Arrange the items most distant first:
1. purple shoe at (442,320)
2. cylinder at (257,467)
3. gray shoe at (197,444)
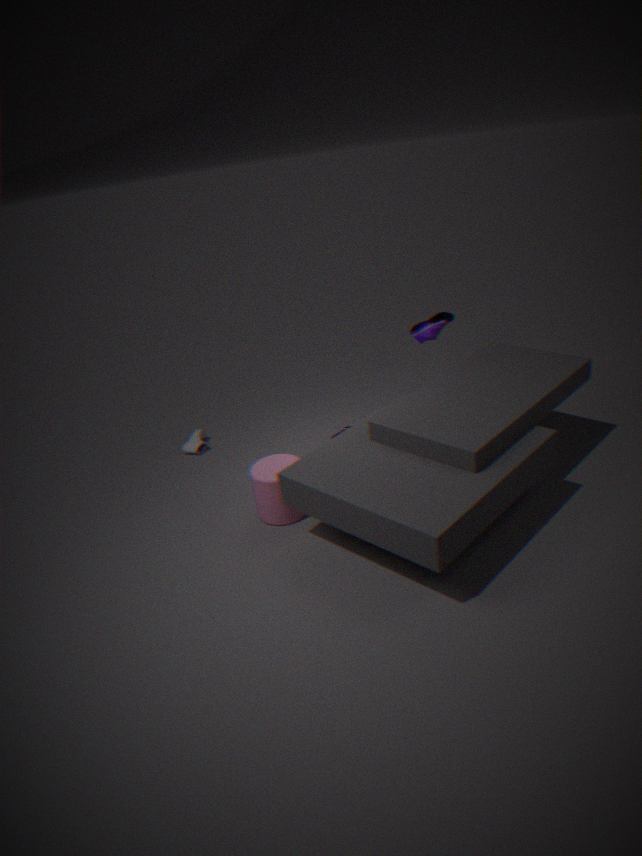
1. purple shoe at (442,320)
2. gray shoe at (197,444)
3. cylinder at (257,467)
